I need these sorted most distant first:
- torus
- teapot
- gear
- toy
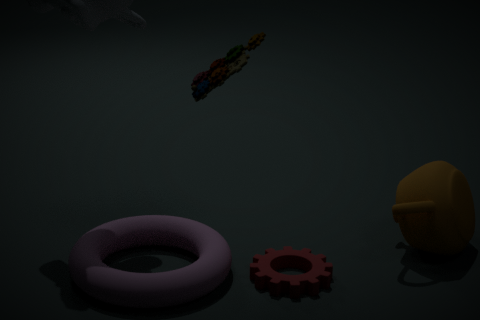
1. teapot
2. gear
3. torus
4. toy
